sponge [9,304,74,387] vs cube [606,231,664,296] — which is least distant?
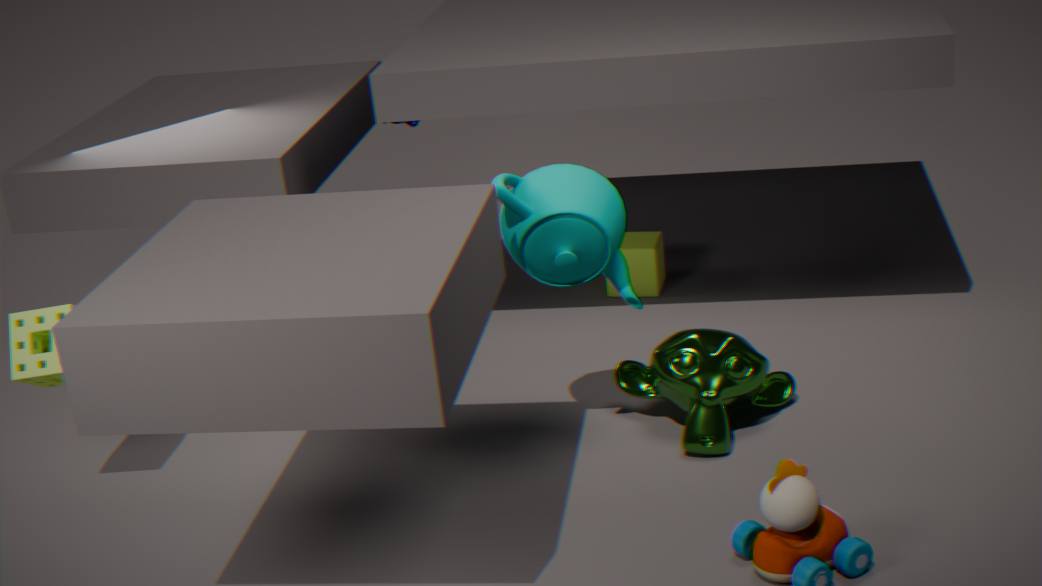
sponge [9,304,74,387]
